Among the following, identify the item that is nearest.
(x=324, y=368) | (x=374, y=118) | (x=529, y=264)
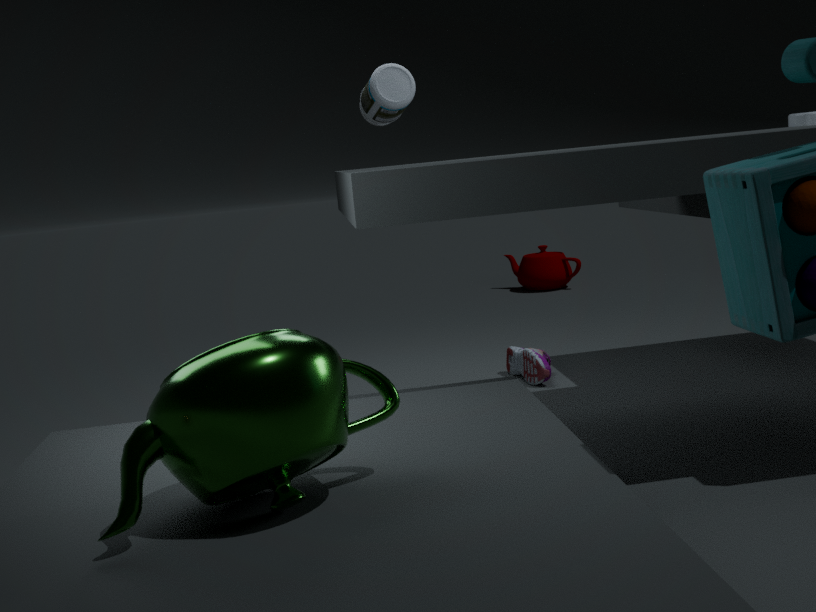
(x=324, y=368)
